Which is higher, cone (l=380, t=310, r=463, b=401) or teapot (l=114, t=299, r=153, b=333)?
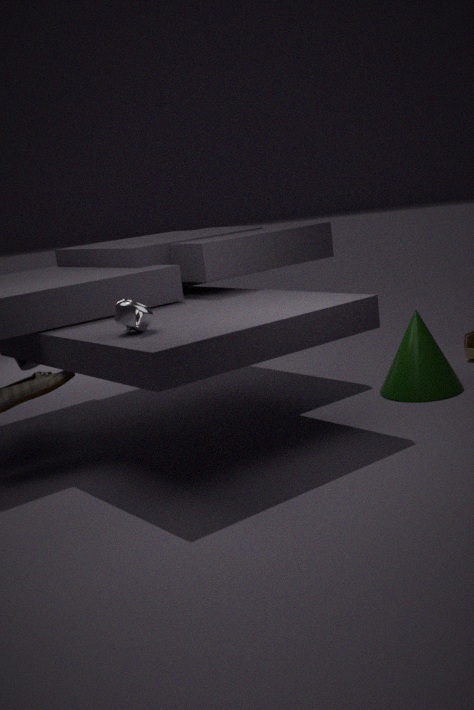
teapot (l=114, t=299, r=153, b=333)
